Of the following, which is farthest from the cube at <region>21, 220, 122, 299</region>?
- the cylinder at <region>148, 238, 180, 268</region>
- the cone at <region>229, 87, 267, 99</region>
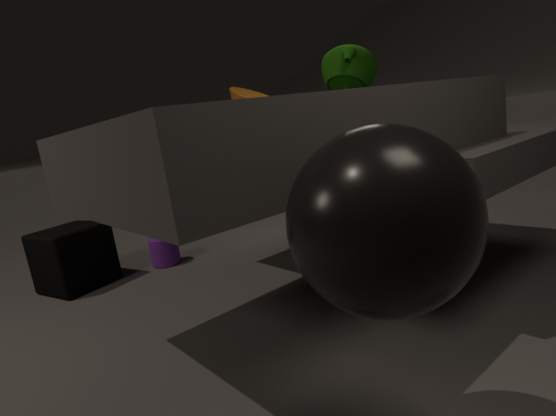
the cone at <region>229, 87, 267, 99</region>
